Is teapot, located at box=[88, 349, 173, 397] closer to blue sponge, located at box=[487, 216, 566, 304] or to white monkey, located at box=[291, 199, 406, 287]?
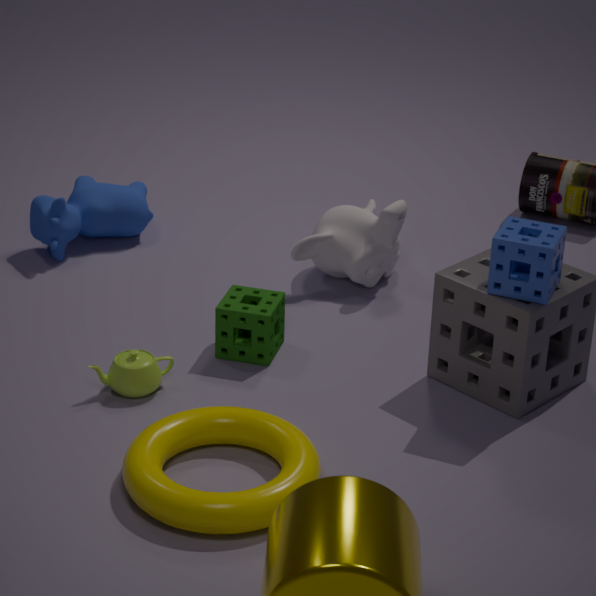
white monkey, located at box=[291, 199, 406, 287]
